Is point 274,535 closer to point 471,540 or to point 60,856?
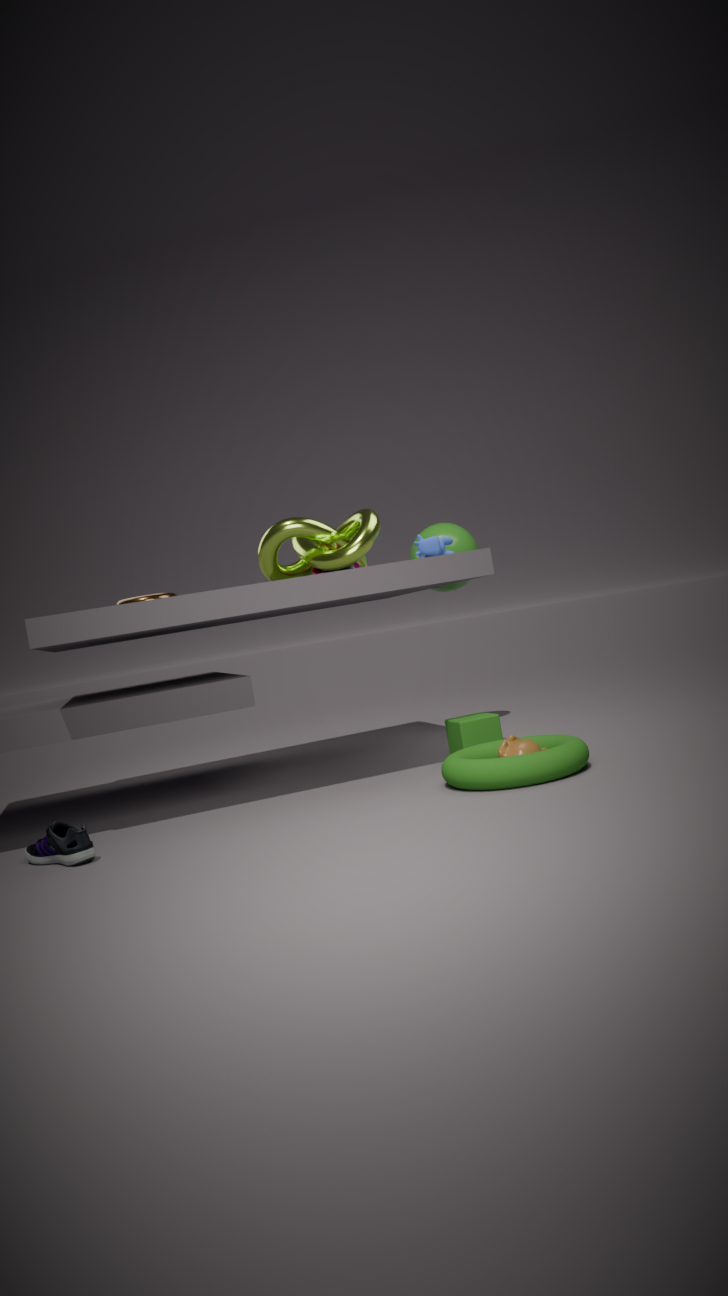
point 471,540
